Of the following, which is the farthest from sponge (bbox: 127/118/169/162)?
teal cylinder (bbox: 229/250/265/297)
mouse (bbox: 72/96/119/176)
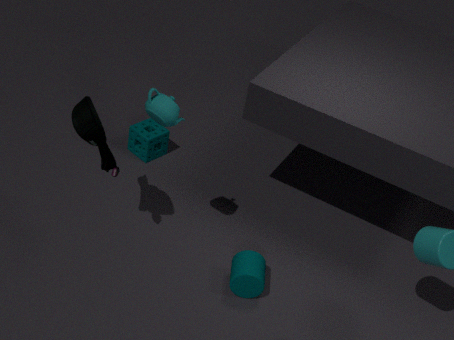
teal cylinder (bbox: 229/250/265/297)
